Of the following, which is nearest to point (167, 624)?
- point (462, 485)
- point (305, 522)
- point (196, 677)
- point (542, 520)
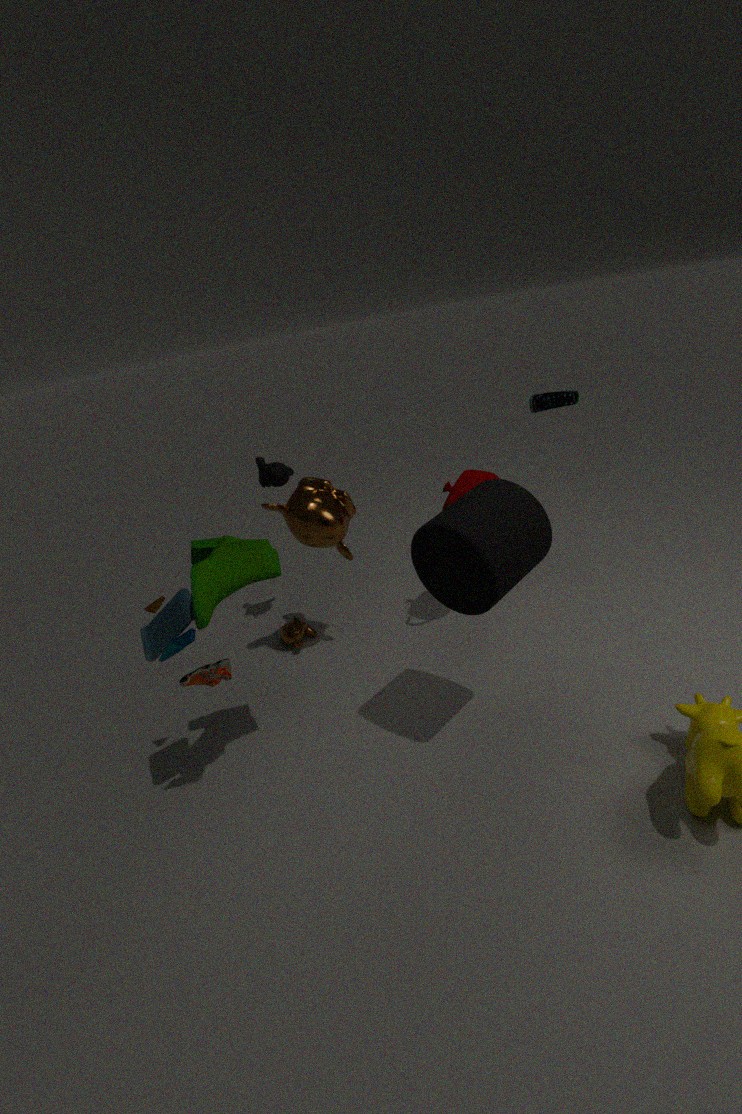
point (196, 677)
